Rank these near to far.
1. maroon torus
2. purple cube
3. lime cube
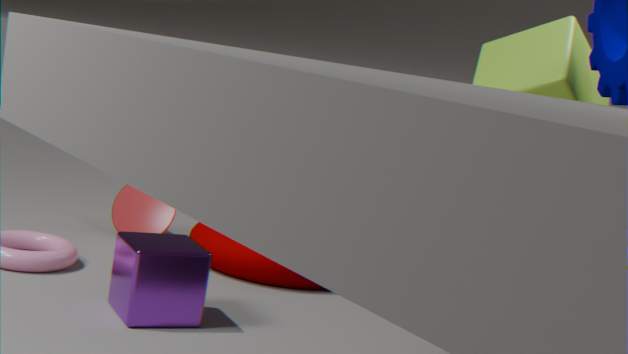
purple cube → maroon torus → lime cube
